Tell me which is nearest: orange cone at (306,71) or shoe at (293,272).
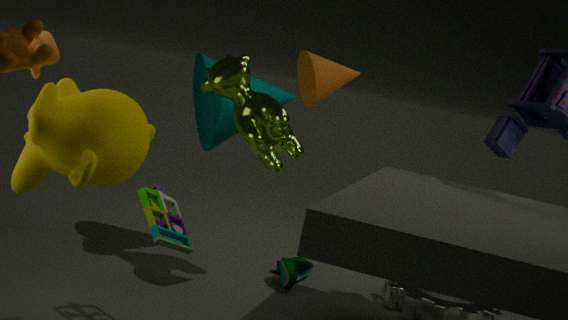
orange cone at (306,71)
